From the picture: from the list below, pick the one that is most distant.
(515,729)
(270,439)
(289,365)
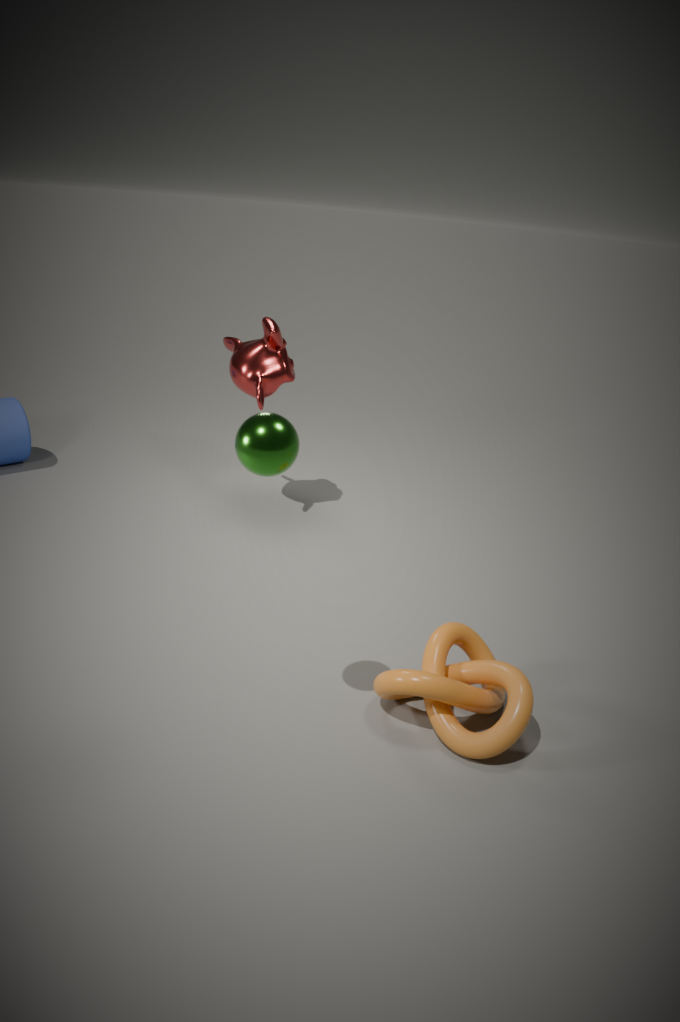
(289,365)
